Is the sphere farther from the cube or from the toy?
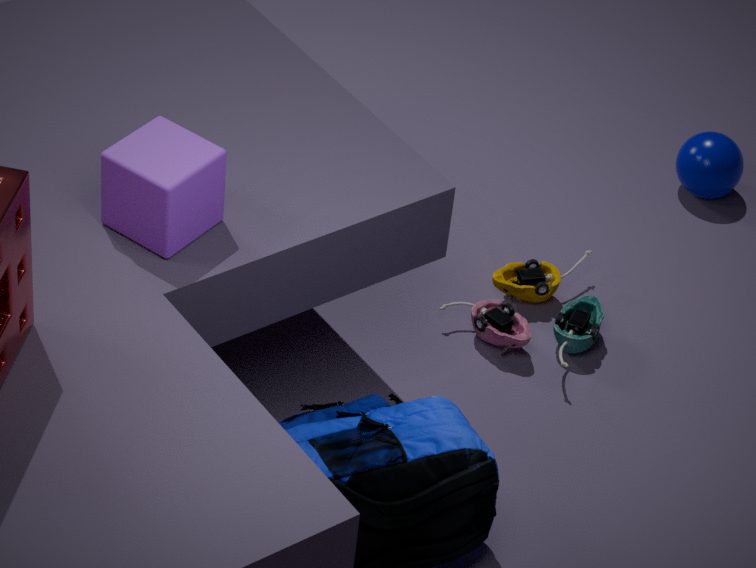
the cube
